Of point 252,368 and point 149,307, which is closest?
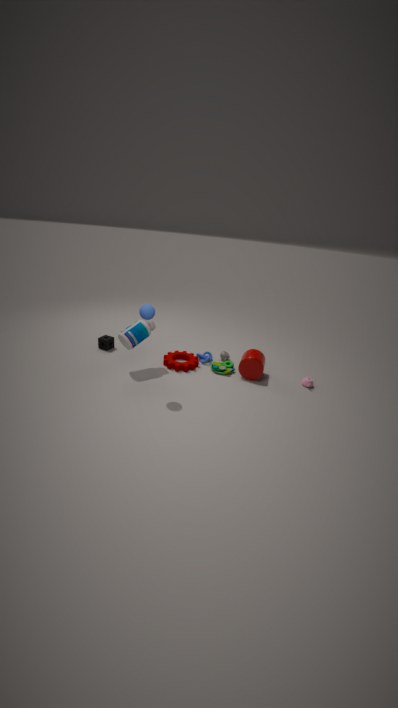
point 149,307
